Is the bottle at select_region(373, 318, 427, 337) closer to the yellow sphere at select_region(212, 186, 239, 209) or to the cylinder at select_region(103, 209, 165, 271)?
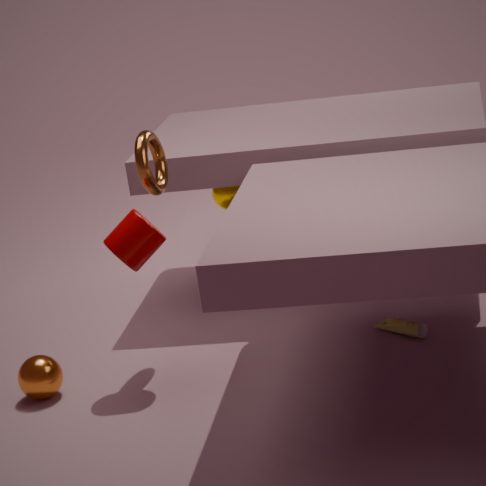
the cylinder at select_region(103, 209, 165, 271)
